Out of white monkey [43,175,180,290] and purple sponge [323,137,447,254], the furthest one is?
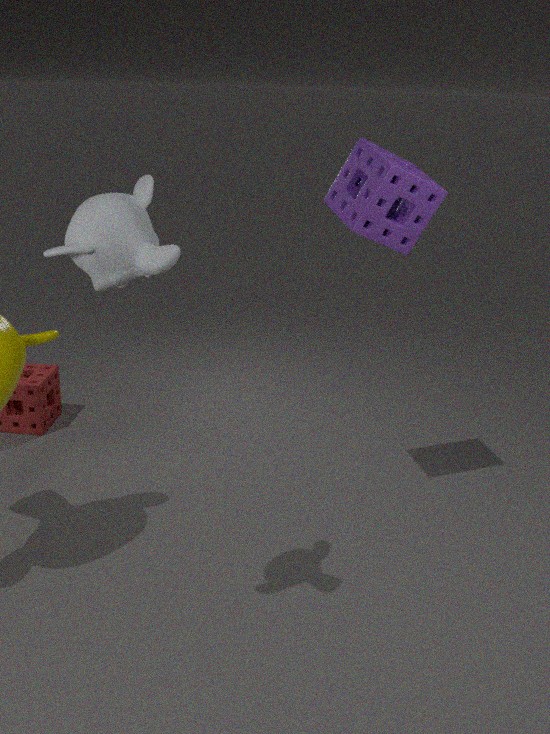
purple sponge [323,137,447,254]
